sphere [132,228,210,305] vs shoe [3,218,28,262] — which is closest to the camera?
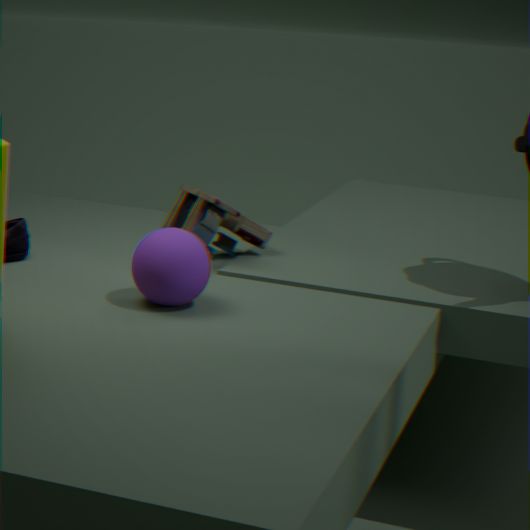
sphere [132,228,210,305]
